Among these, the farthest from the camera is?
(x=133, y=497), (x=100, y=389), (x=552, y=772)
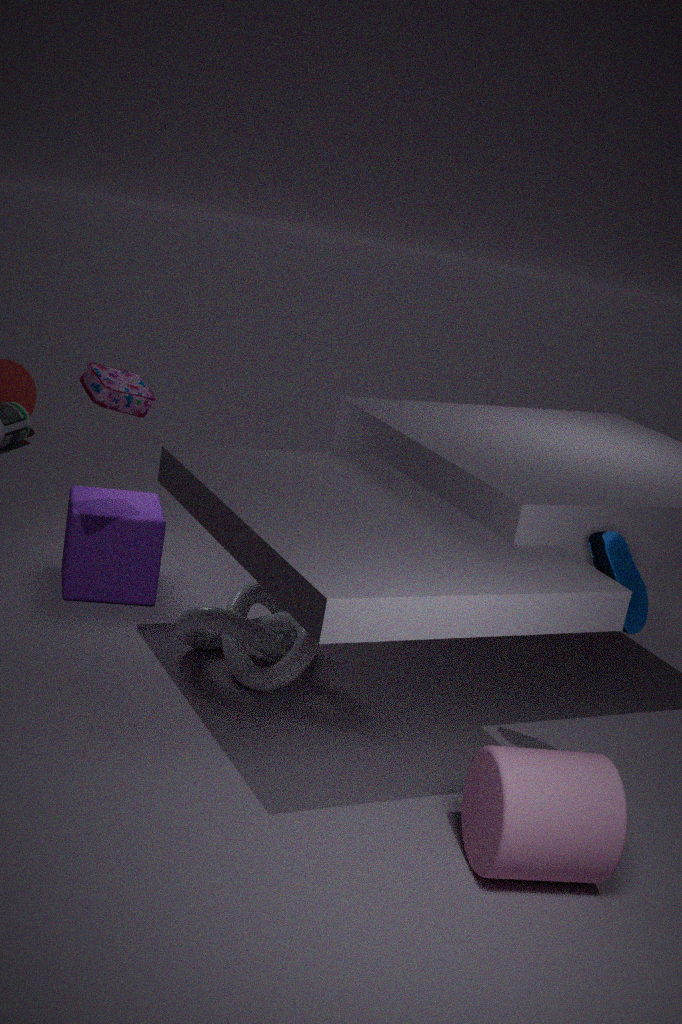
(x=133, y=497)
